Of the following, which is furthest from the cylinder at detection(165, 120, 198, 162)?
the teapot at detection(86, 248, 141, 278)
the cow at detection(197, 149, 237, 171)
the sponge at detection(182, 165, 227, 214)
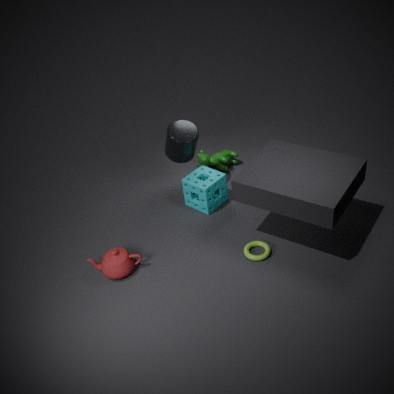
the teapot at detection(86, 248, 141, 278)
